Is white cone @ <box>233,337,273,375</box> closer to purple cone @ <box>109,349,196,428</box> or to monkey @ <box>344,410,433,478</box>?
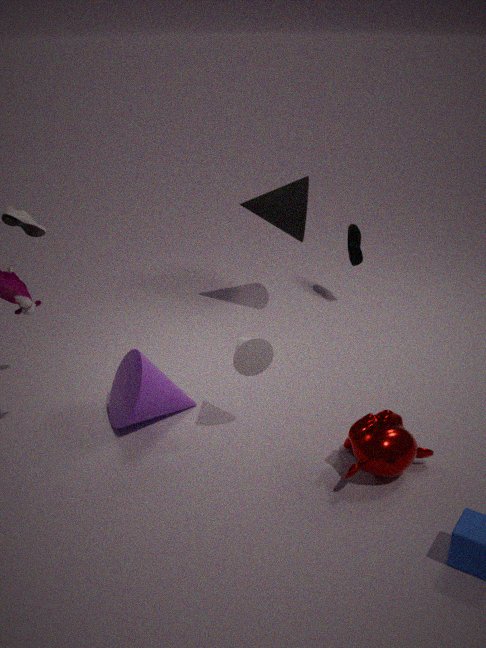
purple cone @ <box>109,349,196,428</box>
